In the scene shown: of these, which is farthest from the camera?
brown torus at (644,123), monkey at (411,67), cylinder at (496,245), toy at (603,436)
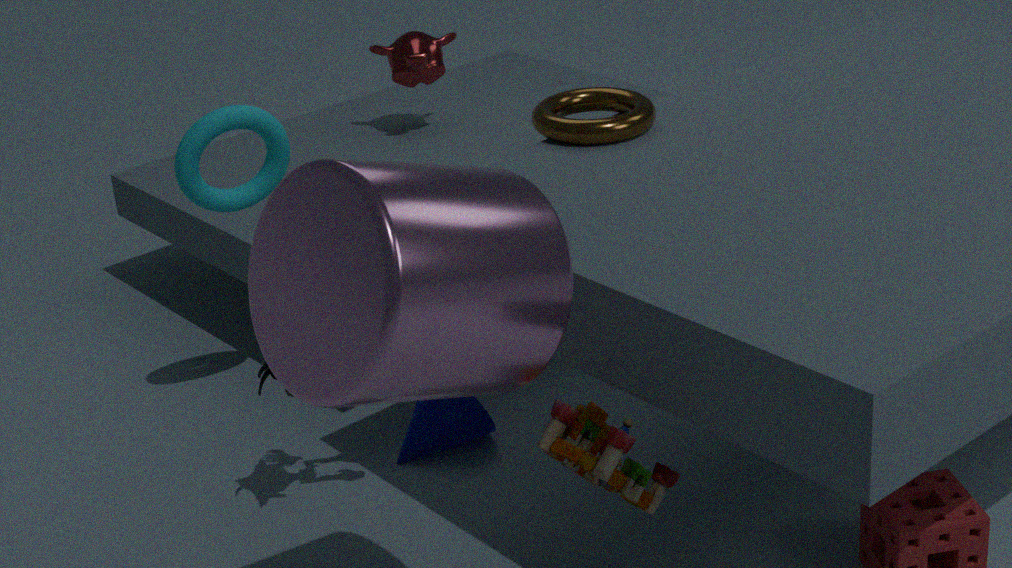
monkey at (411,67)
